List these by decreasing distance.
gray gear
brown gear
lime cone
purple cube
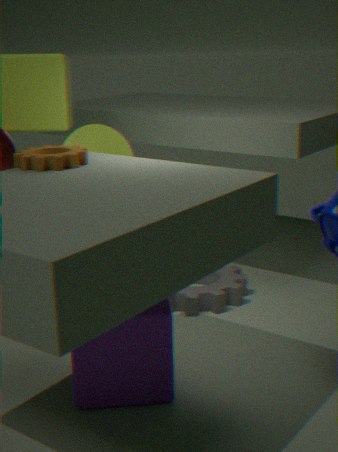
1. lime cone
2. gray gear
3. brown gear
4. purple cube
